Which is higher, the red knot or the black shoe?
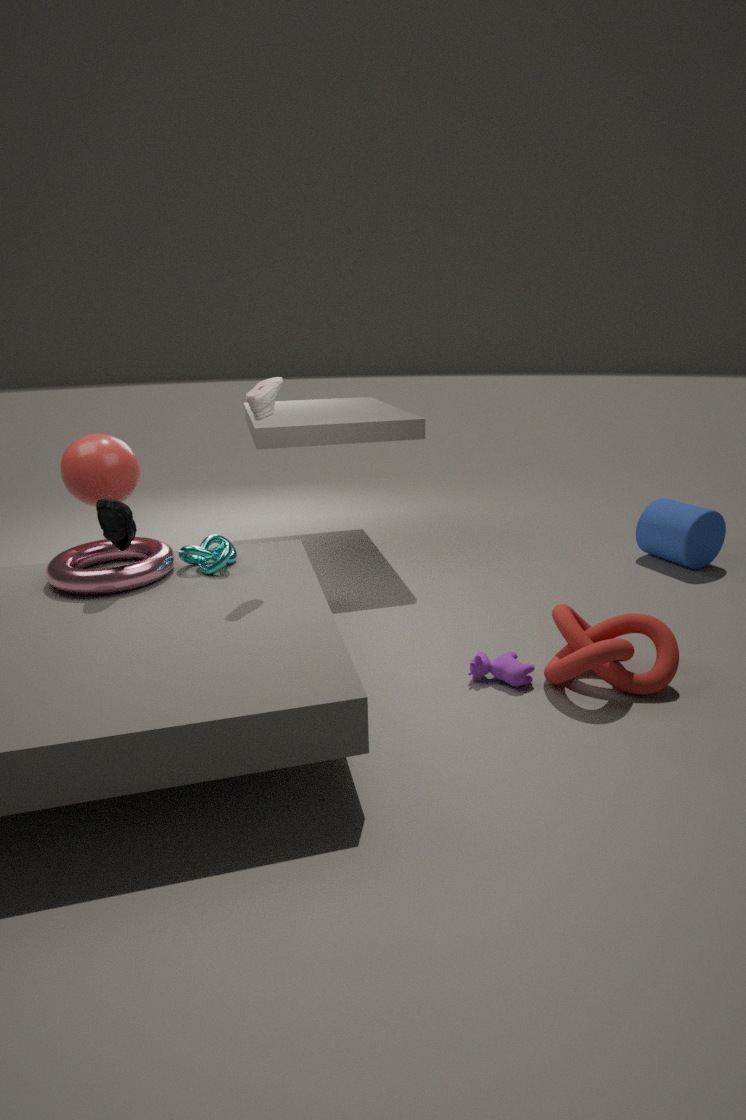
the black shoe
